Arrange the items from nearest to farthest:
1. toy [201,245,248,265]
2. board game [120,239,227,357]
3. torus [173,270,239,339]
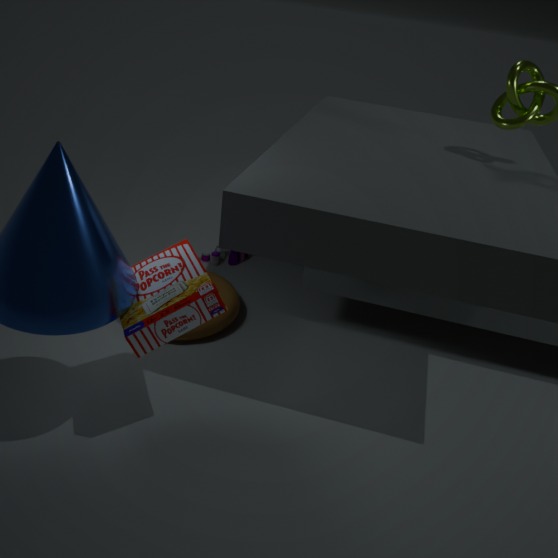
1. board game [120,239,227,357]
2. torus [173,270,239,339]
3. toy [201,245,248,265]
